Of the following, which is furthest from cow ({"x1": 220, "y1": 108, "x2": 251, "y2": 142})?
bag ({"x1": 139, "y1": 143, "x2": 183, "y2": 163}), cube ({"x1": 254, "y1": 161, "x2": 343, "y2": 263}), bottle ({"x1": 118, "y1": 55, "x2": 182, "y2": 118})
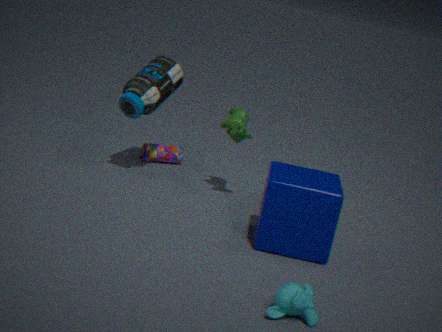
bag ({"x1": 139, "y1": 143, "x2": 183, "y2": 163})
